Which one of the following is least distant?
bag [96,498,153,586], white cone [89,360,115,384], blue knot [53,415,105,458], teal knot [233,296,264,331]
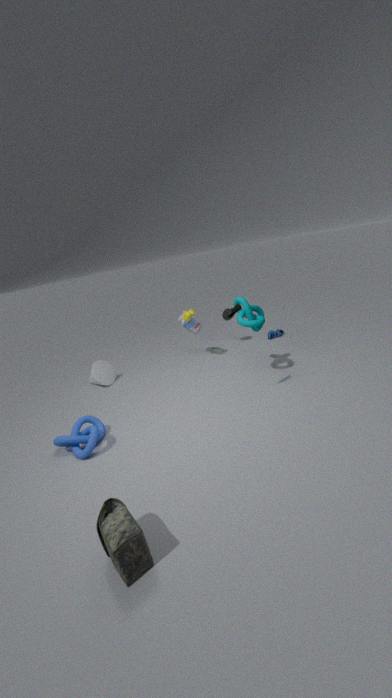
bag [96,498,153,586]
